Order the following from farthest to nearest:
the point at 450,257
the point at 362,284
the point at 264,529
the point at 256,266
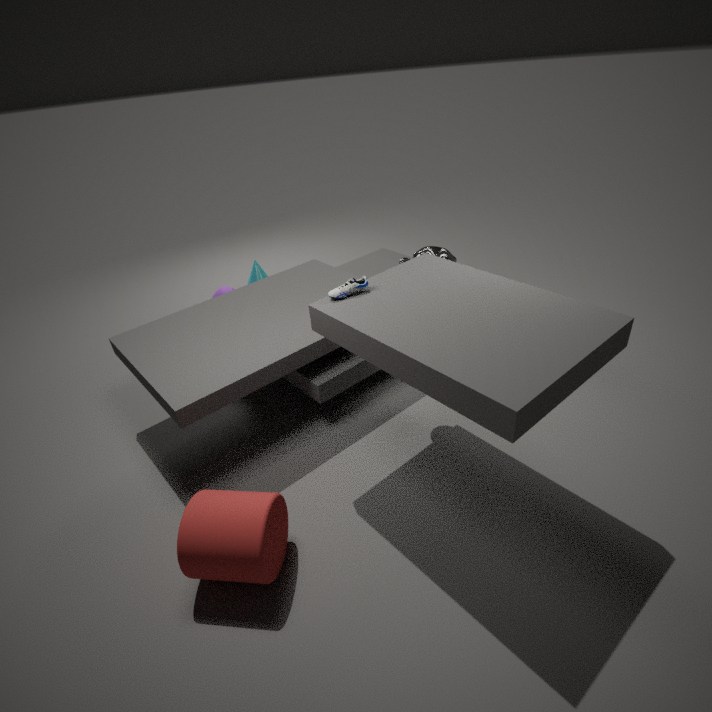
the point at 256,266
the point at 450,257
the point at 362,284
the point at 264,529
